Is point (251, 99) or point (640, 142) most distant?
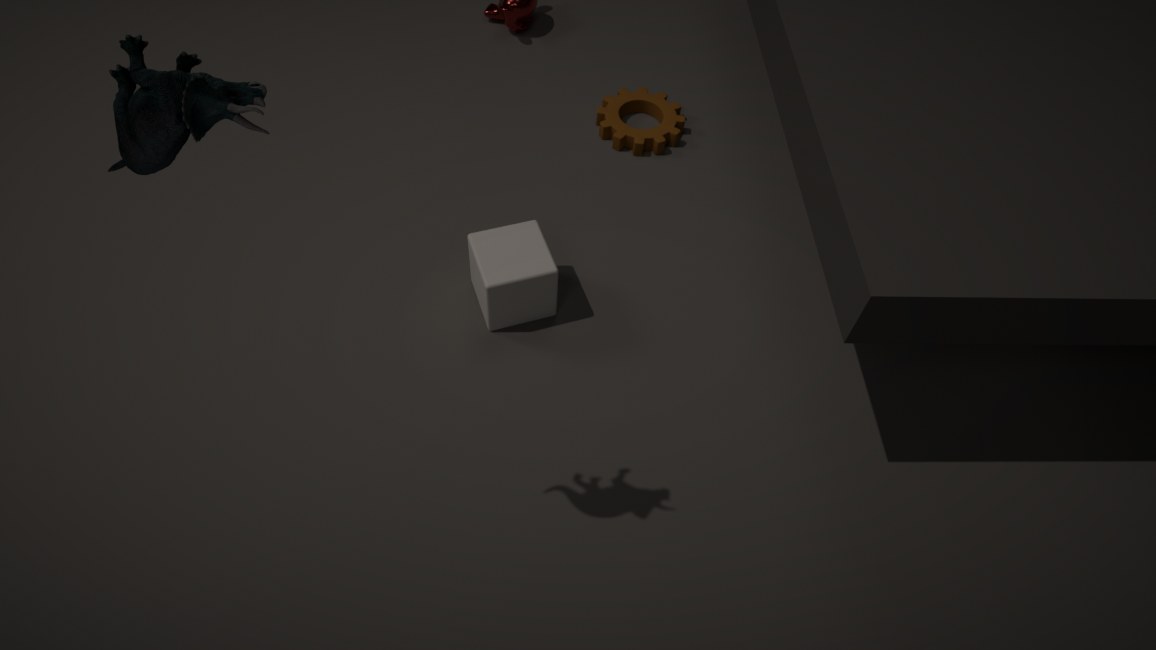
point (640, 142)
